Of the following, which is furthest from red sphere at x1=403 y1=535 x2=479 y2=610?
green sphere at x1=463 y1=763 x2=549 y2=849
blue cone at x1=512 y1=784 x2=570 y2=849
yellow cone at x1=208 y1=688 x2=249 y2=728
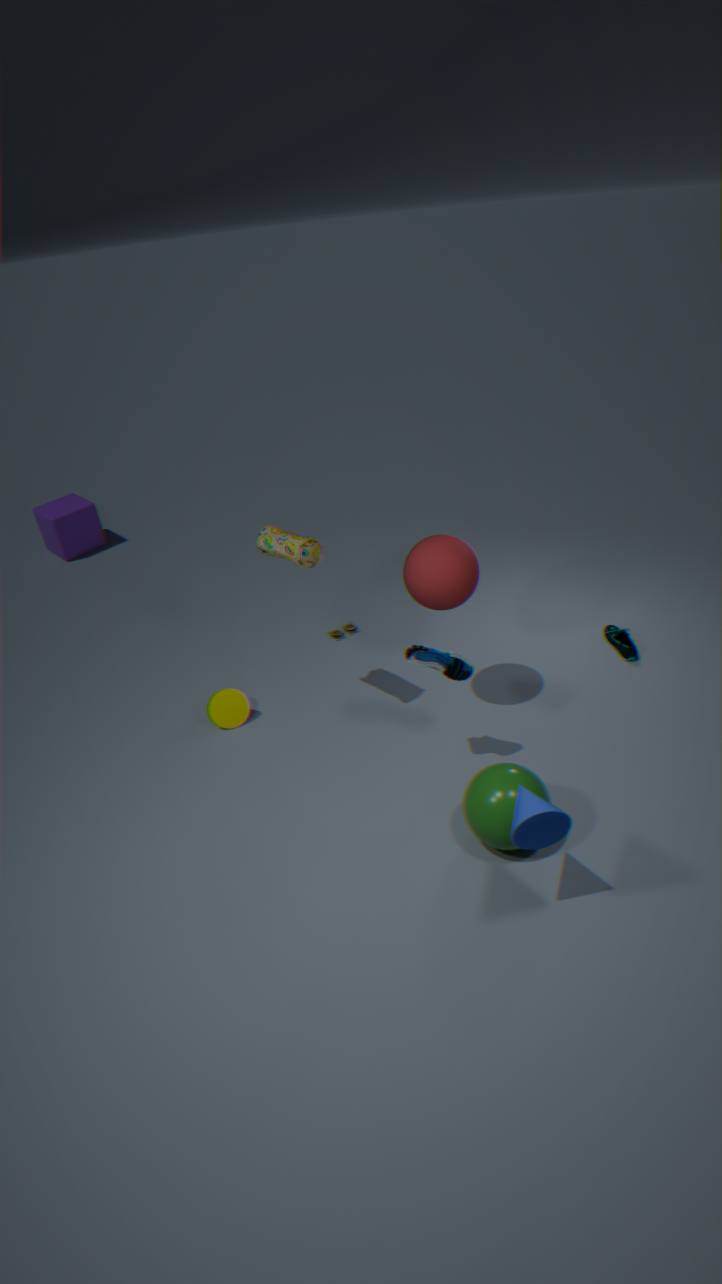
yellow cone at x1=208 y1=688 x2=249 y2=728
